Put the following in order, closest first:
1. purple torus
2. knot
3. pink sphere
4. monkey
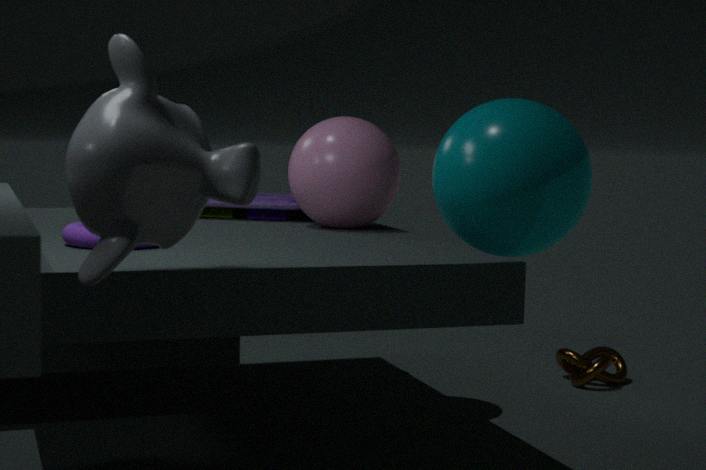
monkey
purple torus
pink sphere
knot
